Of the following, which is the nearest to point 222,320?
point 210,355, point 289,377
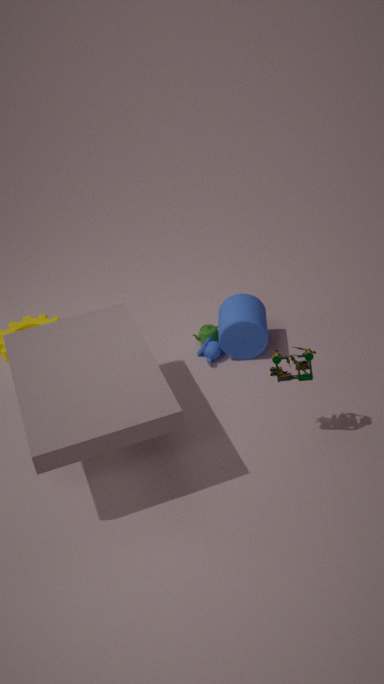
point 210,355
